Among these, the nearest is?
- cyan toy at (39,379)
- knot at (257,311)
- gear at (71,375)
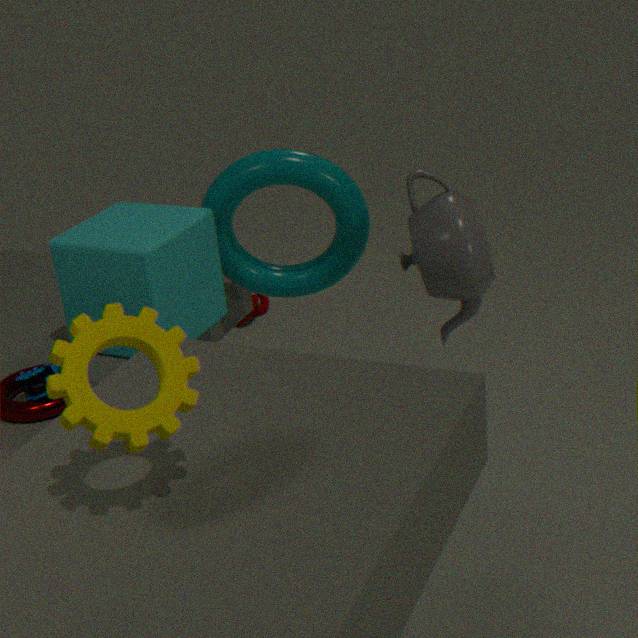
gear at (71,375)
